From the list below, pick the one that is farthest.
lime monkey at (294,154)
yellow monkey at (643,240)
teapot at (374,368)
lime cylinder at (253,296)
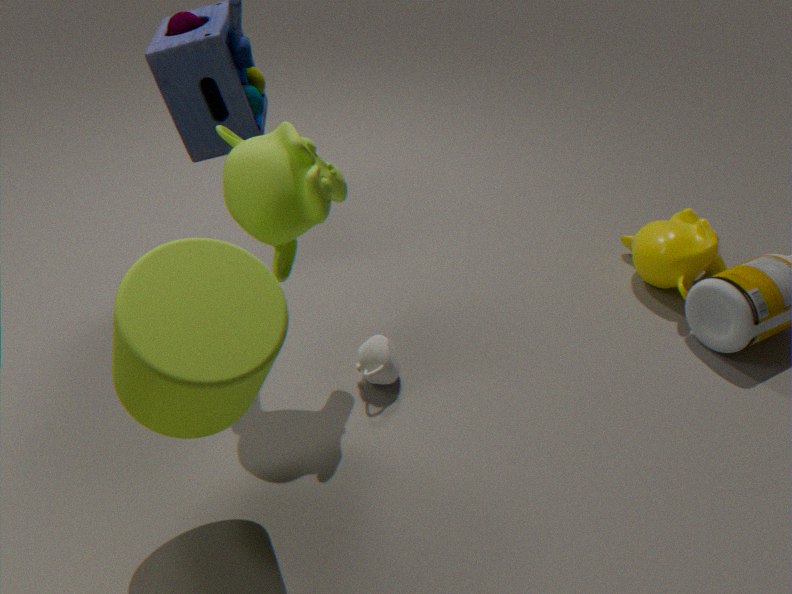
yellow monkey at (643,240)
